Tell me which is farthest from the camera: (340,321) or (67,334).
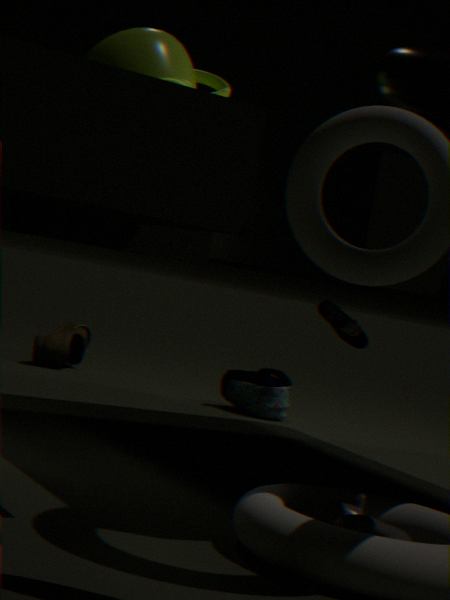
(67,334)
